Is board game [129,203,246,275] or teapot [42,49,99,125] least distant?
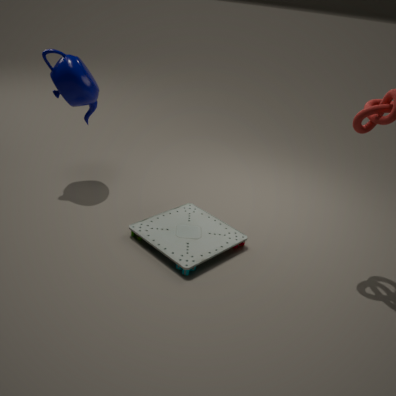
board game [129,203,246,275]
